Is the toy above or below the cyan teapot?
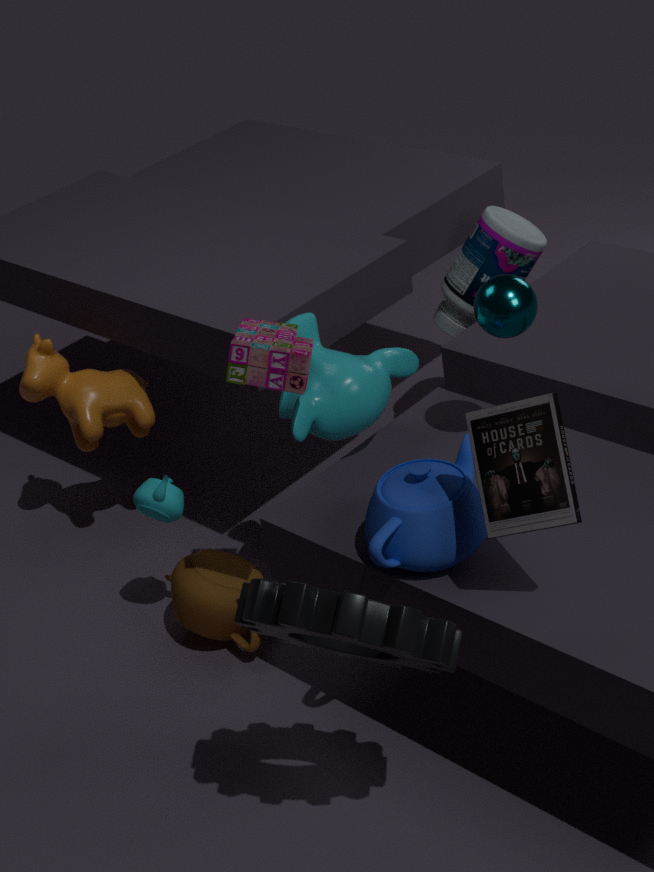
above
